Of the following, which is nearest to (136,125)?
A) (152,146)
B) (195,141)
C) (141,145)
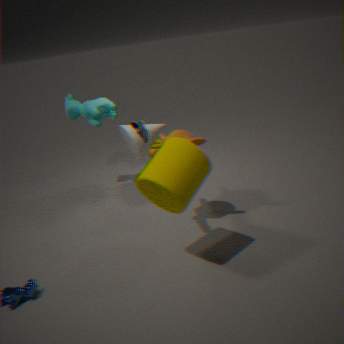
(195,141)
